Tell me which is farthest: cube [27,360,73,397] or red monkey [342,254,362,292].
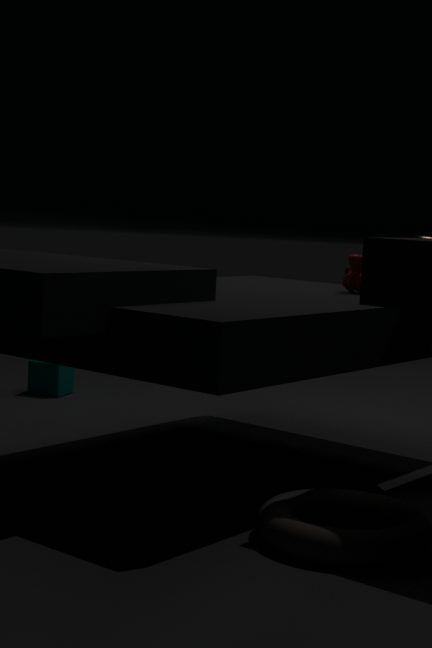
cube [27,360,73,397]
